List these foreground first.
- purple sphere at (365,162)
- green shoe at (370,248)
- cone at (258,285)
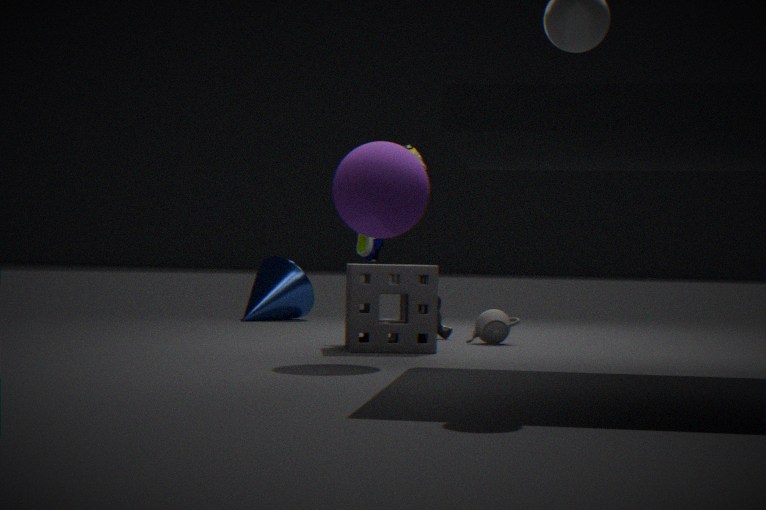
purple sphere at (365,162), green shoe at (370,248), cone at (258,285)
